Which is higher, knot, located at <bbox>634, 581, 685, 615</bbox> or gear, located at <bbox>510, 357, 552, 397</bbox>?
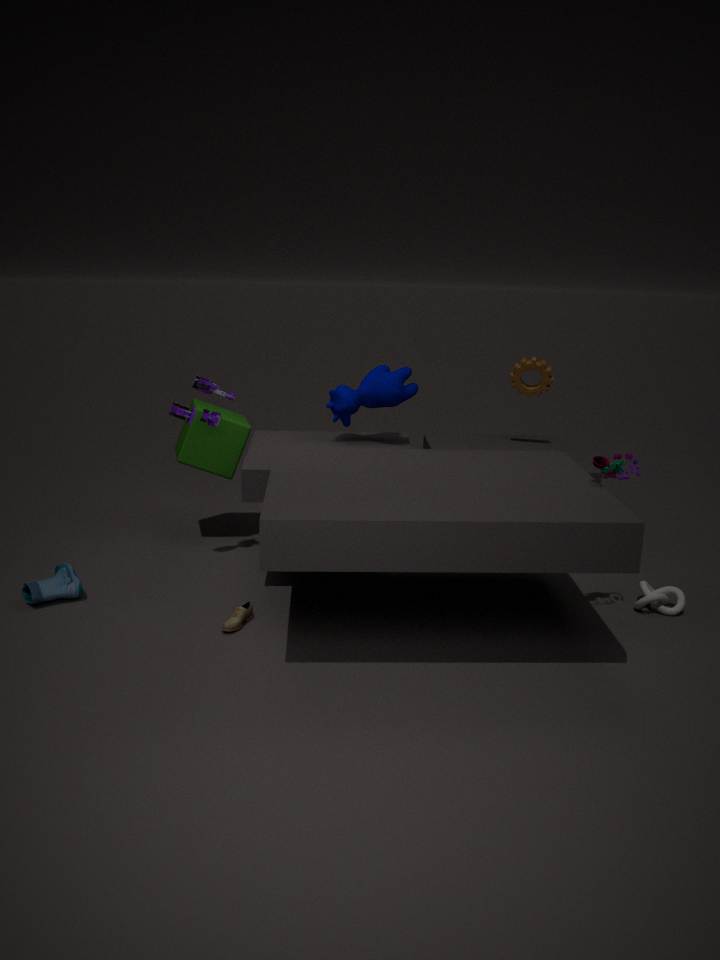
gear, located at <bbox>510, 357, 552, 397</bbox>
